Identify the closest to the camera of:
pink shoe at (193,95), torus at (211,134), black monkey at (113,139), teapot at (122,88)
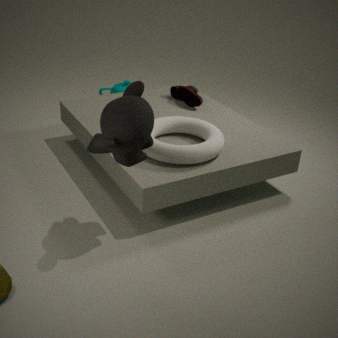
black monkey at (113,139)
